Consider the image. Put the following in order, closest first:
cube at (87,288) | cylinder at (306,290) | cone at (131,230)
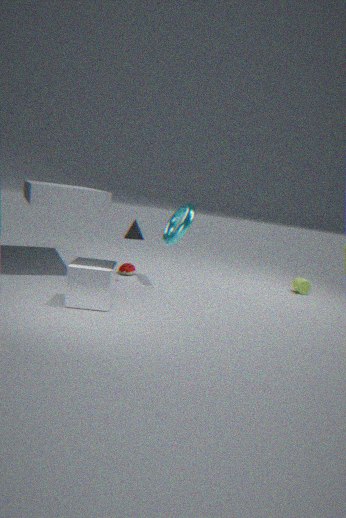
cube at (87,288) < cone at (131,230) < cylinder at (306,290)
